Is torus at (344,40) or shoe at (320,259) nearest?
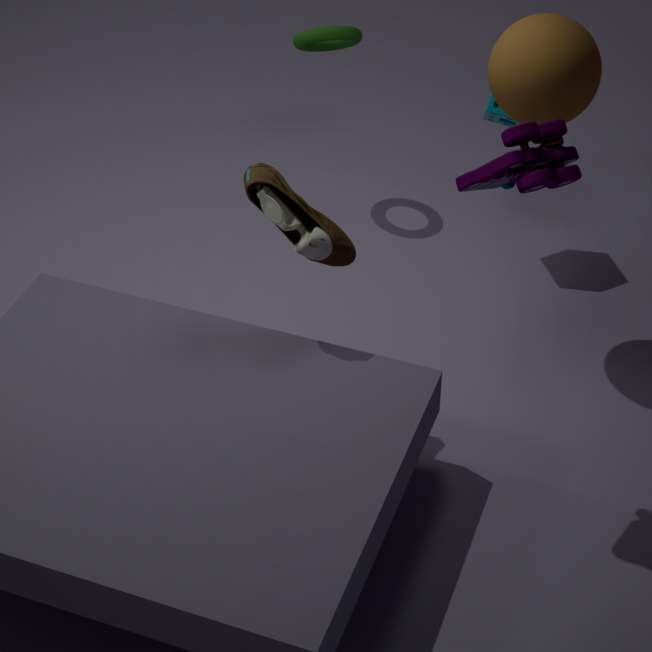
shoe at (320,259)
